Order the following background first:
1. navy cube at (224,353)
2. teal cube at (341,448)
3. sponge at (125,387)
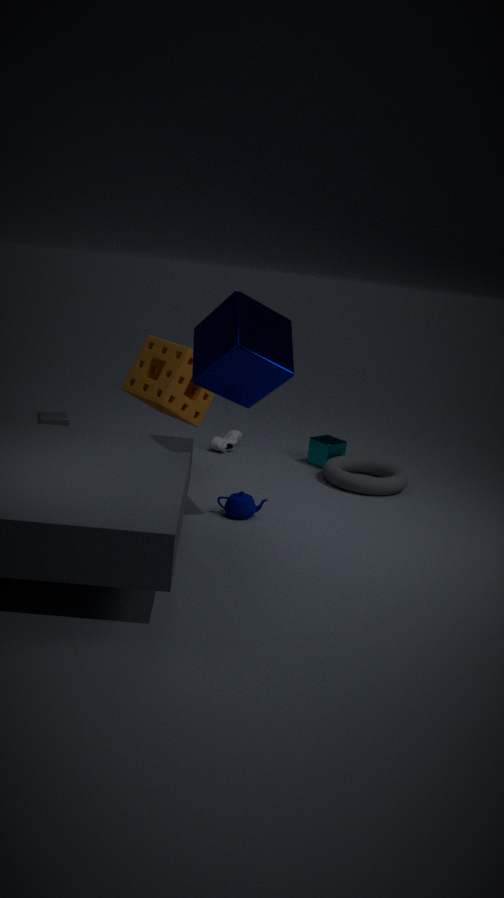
teal cube at (341,448) → sponge at (125,387) → navy cube at (224,353)
